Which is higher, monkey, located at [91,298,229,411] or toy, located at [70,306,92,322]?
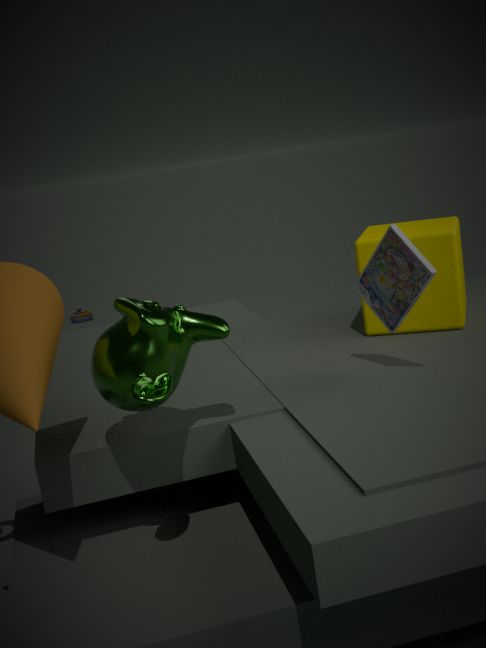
monkey, located at [91,298,229,411]
